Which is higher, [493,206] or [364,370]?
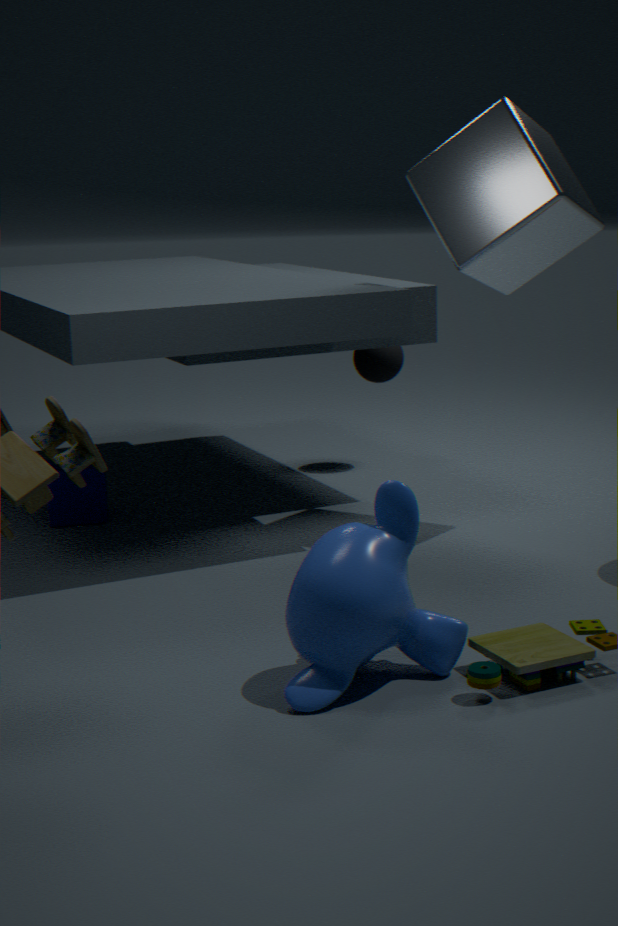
[493,206]
